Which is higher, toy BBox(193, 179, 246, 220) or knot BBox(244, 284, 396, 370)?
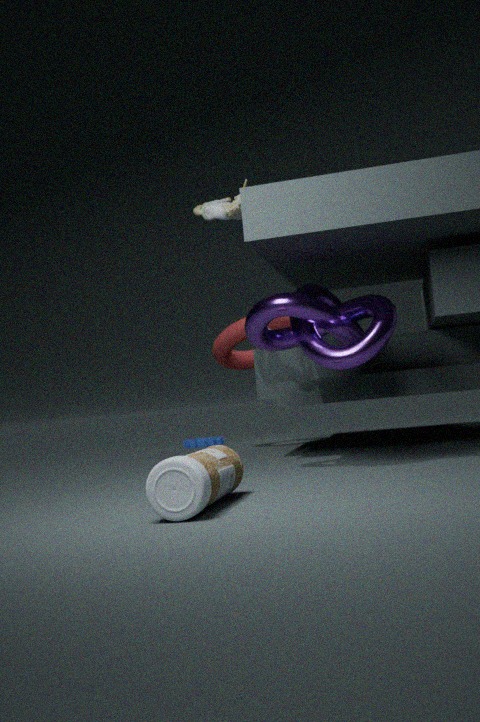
toy BBox(193, 179, 246, 220)
